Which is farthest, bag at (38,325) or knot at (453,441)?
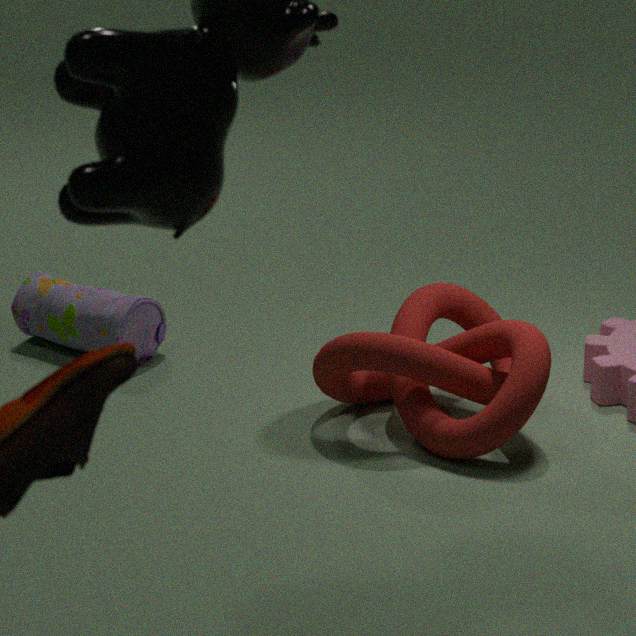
bag at (38,325)
